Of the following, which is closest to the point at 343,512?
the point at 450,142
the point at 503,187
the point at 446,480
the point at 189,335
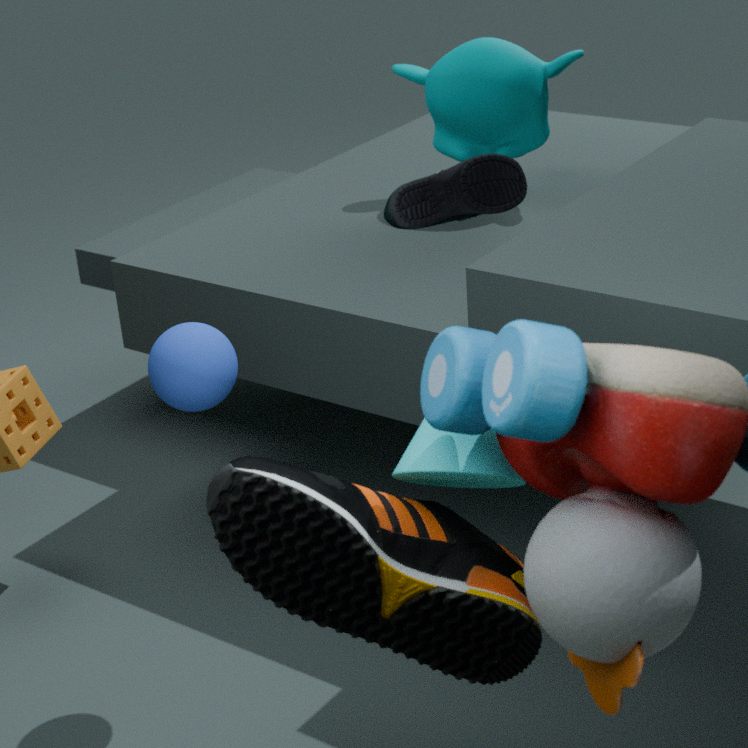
the point at 446,480
